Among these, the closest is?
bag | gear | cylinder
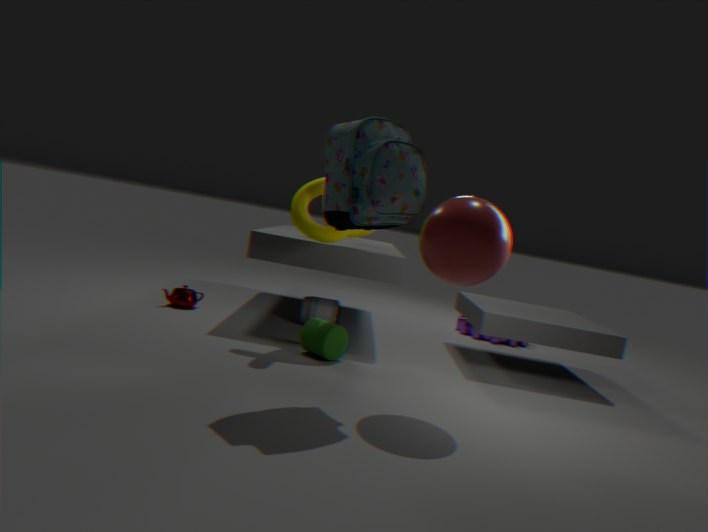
bag
